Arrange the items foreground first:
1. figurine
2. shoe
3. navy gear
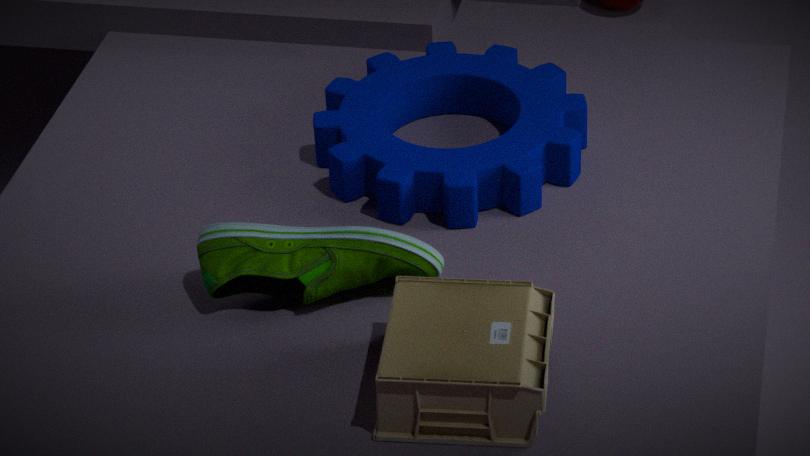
1. figurine
2. shoe
3. navy gear
